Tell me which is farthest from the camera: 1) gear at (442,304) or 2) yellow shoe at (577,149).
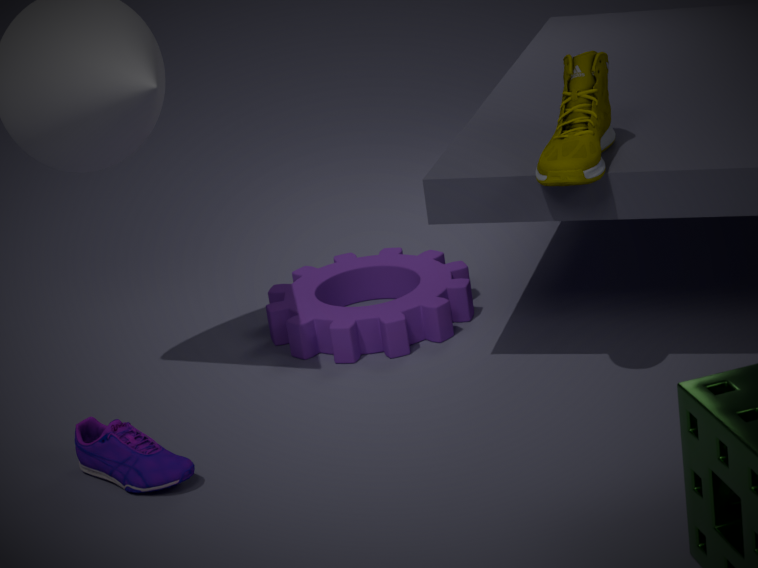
1. gear at (442,304)
